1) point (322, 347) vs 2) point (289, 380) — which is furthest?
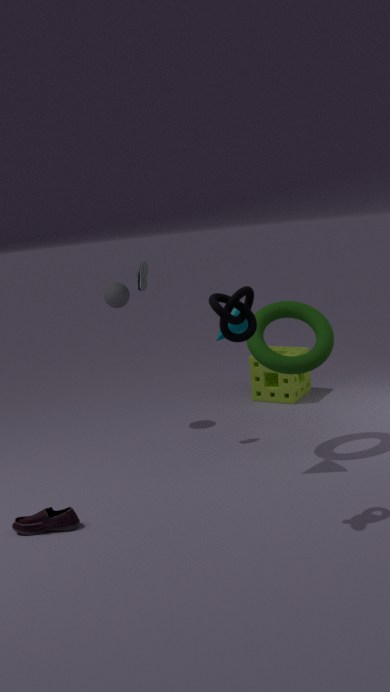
2. point (289, 380)
